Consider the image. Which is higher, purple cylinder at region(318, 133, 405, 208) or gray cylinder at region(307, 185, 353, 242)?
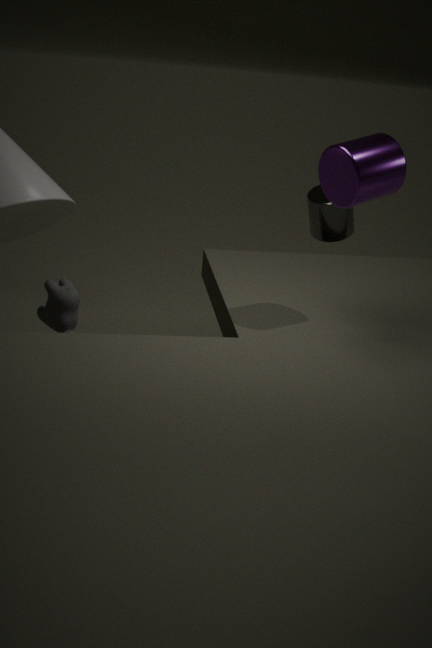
purple cylinder at region(318, 133, 405, 208)
